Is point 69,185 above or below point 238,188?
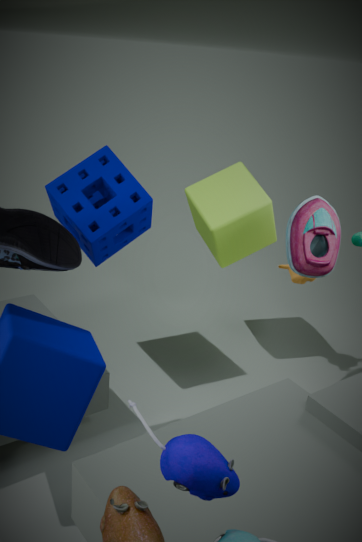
above
